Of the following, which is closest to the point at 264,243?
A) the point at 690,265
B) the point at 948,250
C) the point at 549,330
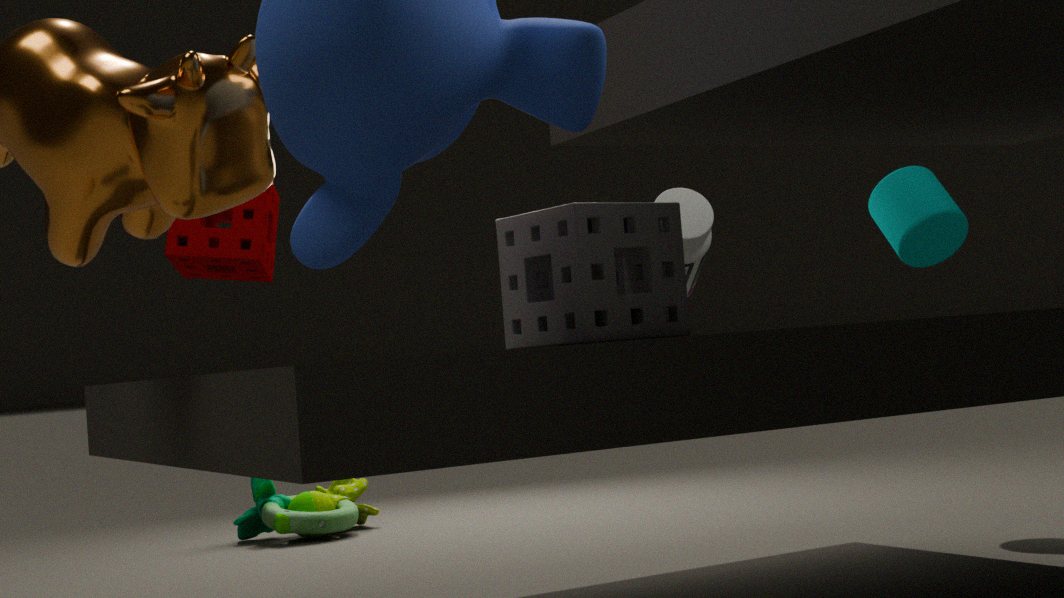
the point at 690,265
